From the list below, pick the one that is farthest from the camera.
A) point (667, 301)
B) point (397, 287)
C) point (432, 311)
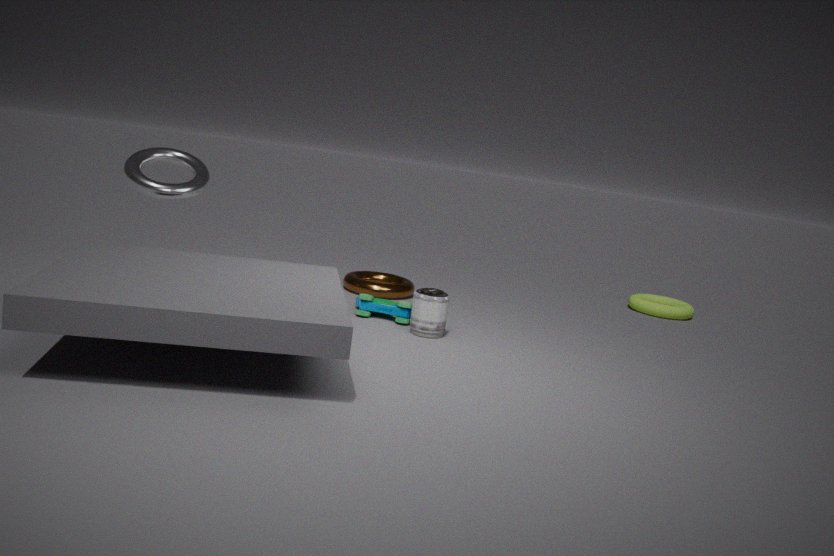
point (667, 301)
